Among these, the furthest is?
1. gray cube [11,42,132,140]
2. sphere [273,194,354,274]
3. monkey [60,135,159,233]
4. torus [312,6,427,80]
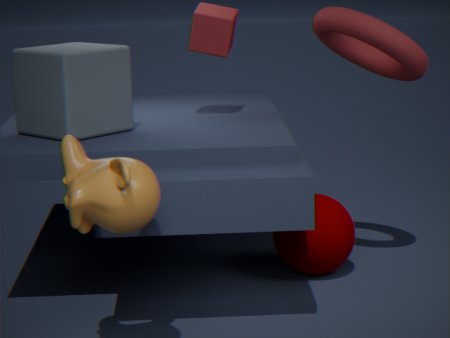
sphere [273,194,354,274]
